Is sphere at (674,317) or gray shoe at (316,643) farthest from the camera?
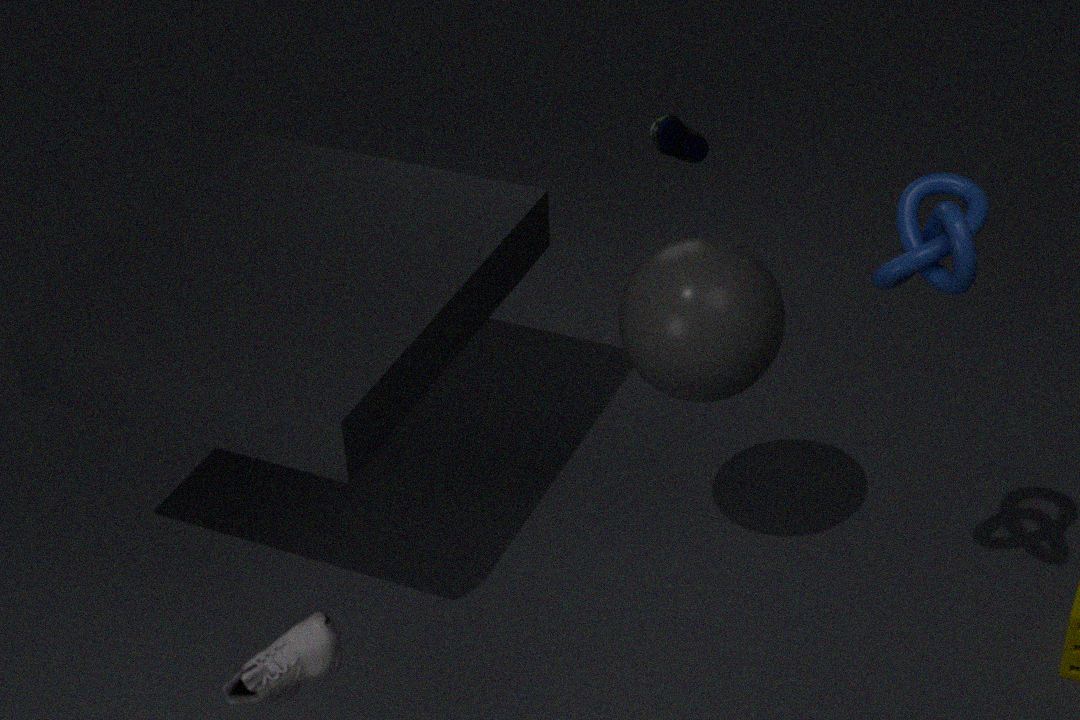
sphere at (674,317)
